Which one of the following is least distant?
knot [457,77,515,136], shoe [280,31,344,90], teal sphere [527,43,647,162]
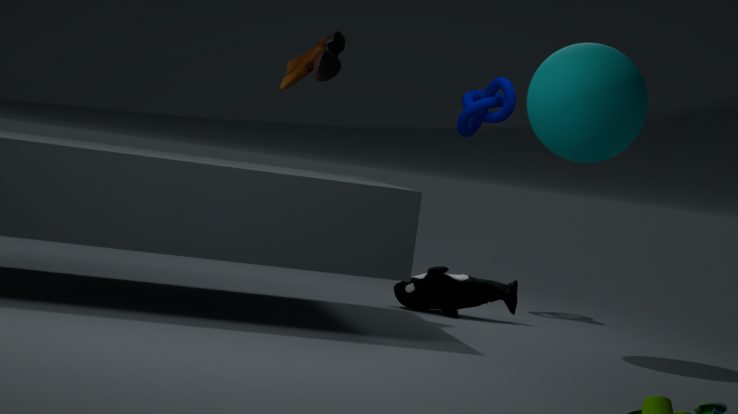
teal sphere [527,43,647,162]
